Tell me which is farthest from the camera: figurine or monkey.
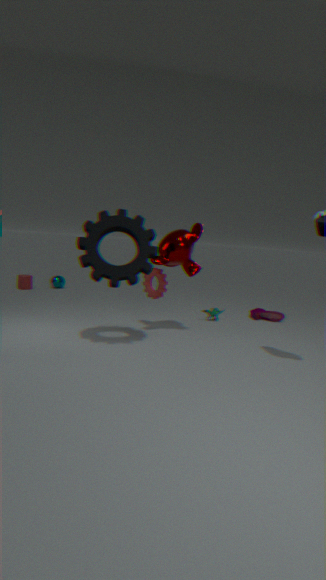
figurine
